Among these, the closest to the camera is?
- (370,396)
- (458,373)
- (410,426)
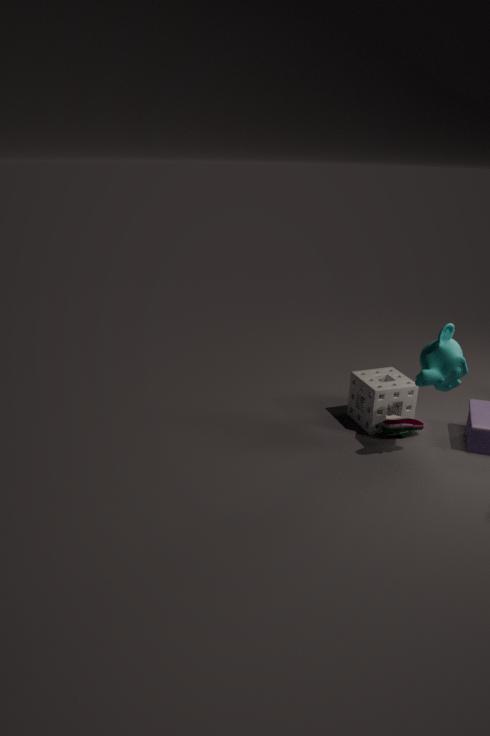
(458,373)
